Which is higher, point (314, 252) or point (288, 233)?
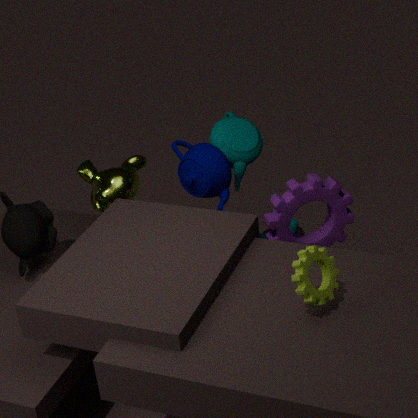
point (314, 252)
